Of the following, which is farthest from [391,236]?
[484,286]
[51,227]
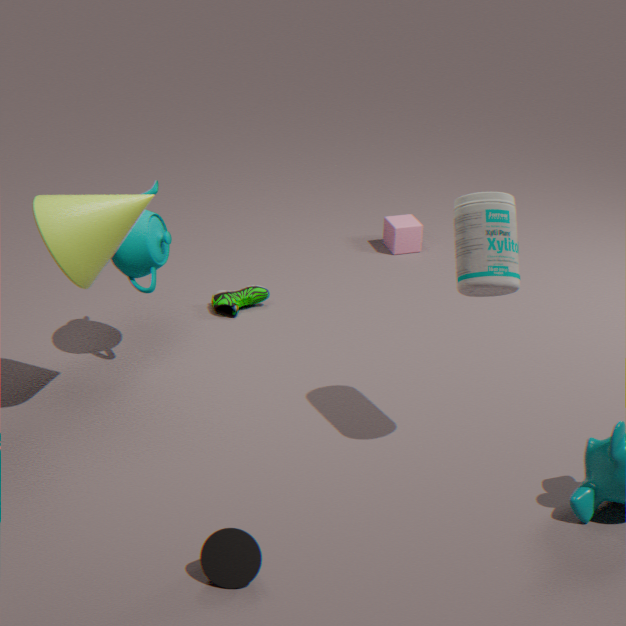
[51,227]
